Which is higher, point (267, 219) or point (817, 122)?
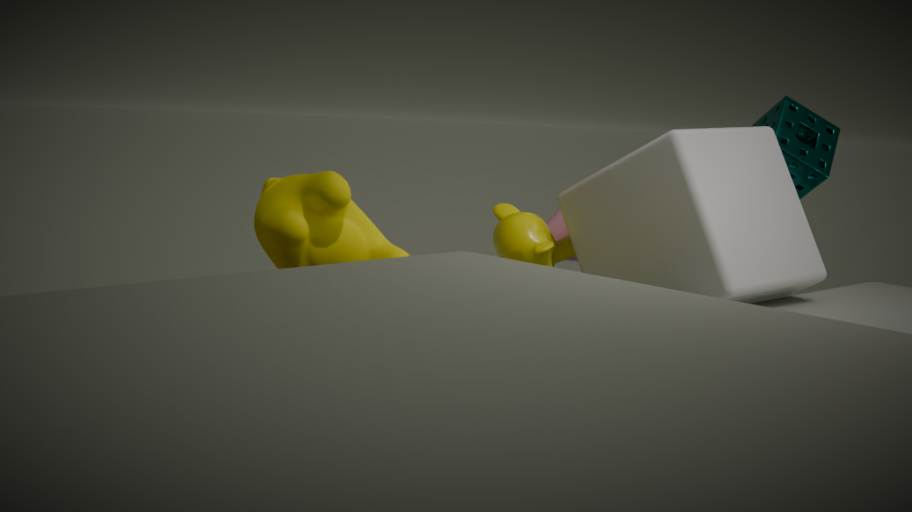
point (817, 122)
